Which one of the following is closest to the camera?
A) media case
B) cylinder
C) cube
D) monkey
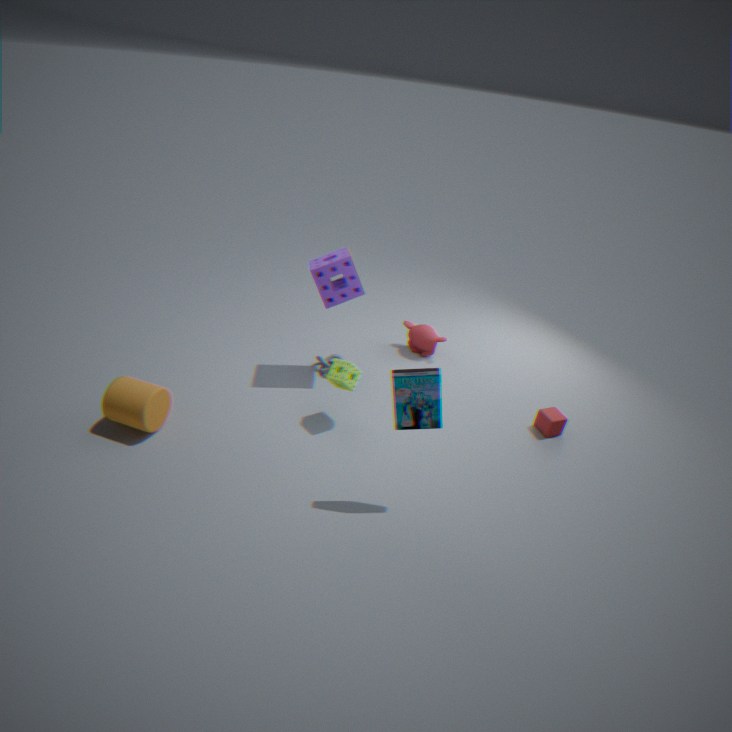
media case
